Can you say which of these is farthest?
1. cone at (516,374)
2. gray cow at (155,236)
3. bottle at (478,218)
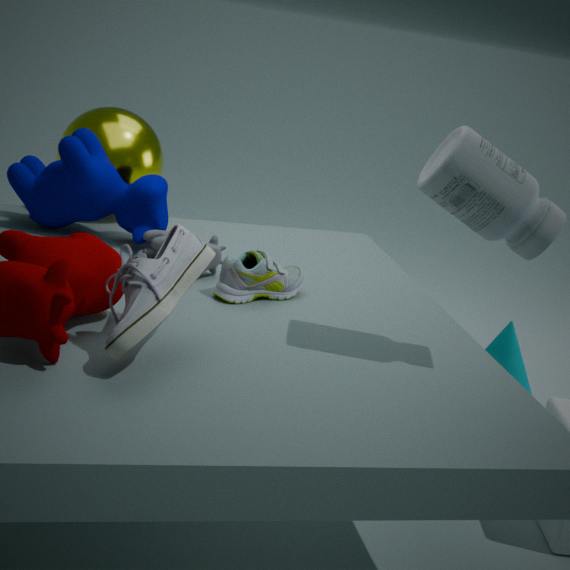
cone at (516,374)
